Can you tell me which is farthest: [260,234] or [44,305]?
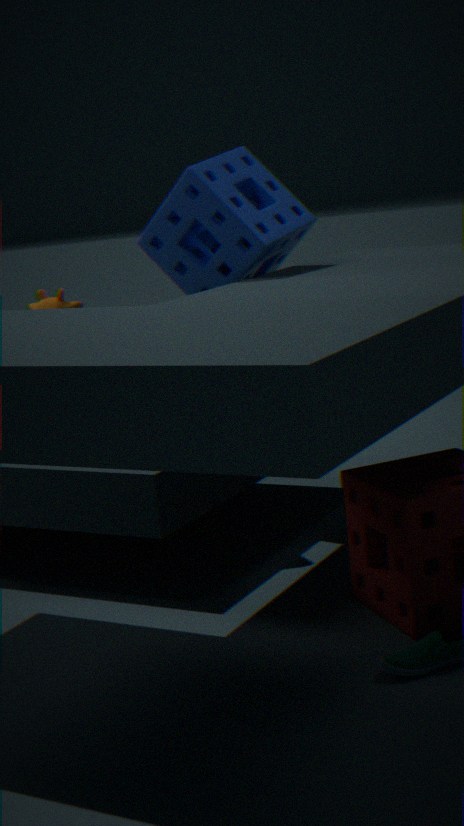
[44,305]
